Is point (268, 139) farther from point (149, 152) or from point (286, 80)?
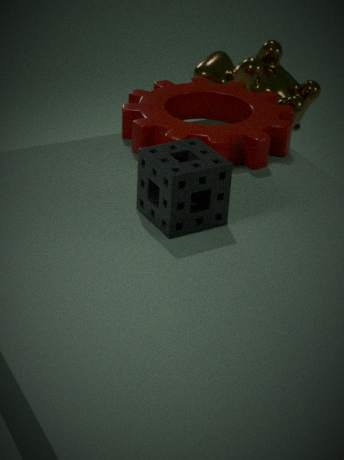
point (149, 152)
